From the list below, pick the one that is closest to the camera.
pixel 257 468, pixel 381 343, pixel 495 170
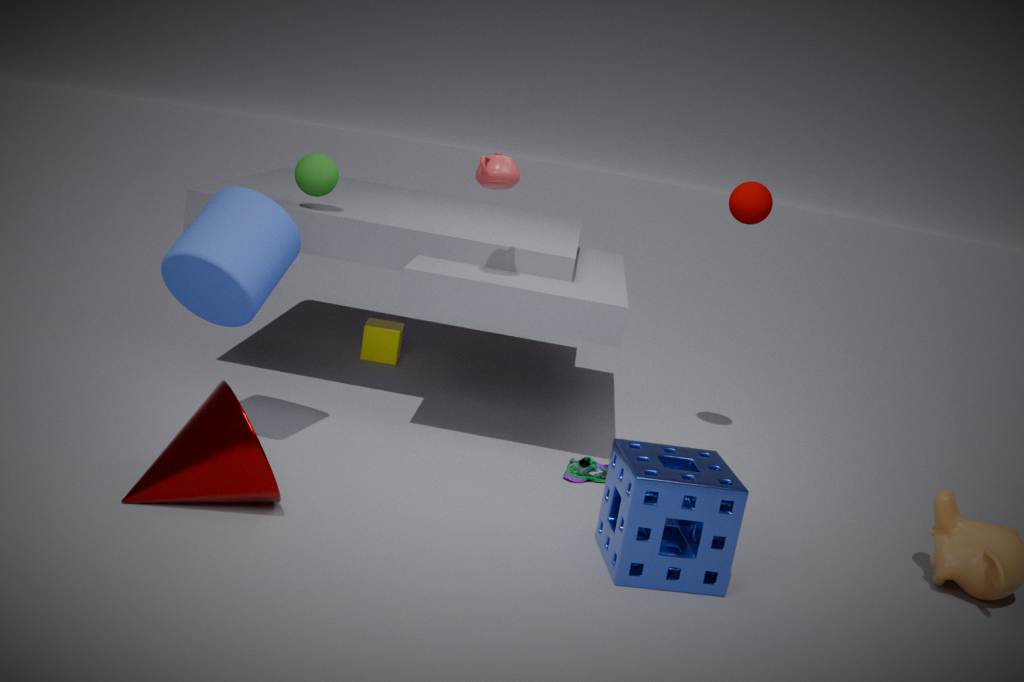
pixel 257 468
